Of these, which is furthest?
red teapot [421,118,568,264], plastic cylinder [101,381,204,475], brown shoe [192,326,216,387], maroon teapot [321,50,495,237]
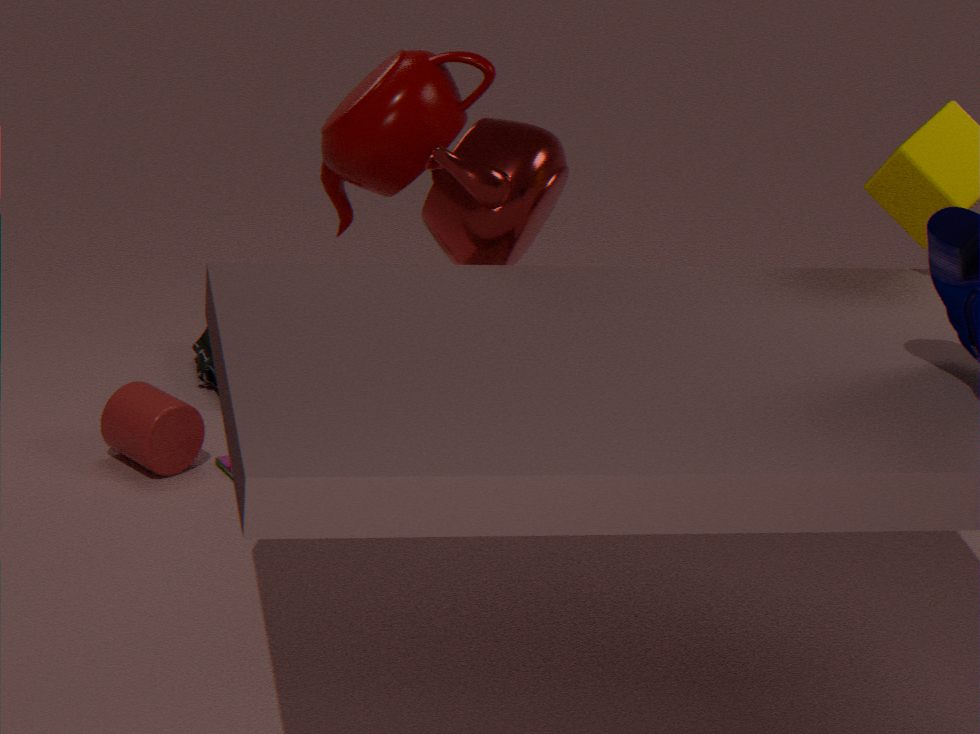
brown shoe [192,326,216,387]
